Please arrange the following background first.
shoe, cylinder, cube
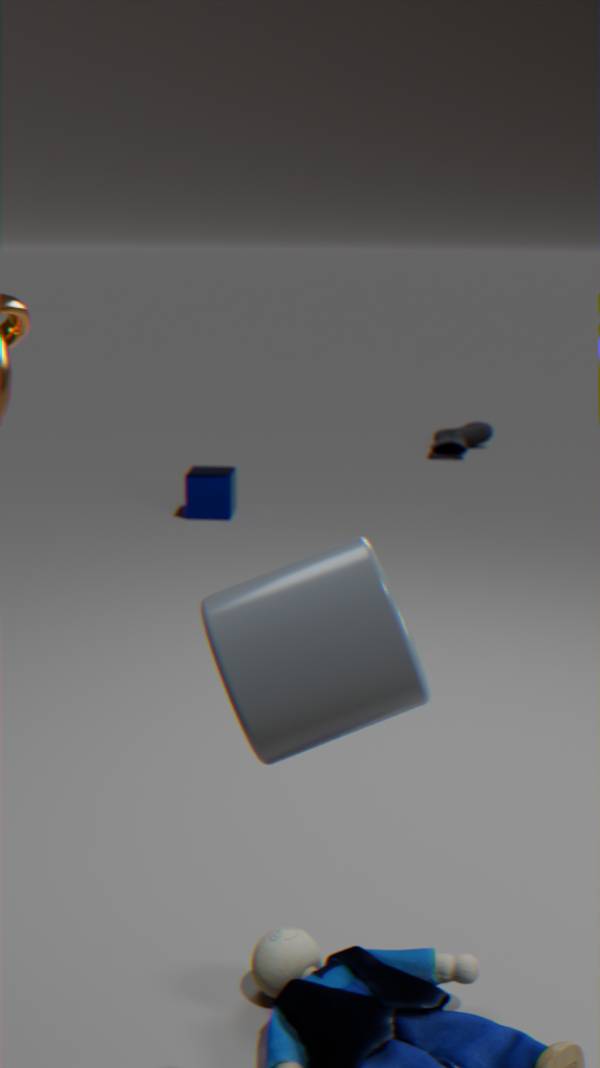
shoe → cube → cylinder
